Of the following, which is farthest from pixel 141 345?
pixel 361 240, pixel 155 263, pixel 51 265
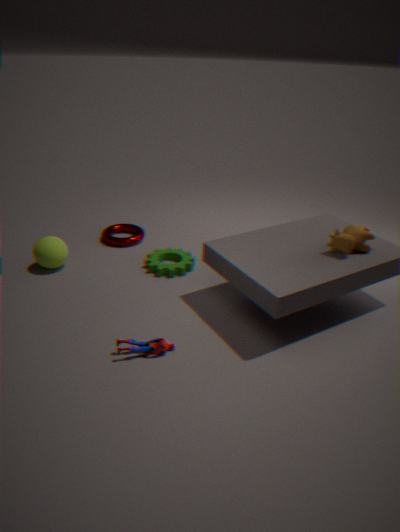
pixel 361 240
